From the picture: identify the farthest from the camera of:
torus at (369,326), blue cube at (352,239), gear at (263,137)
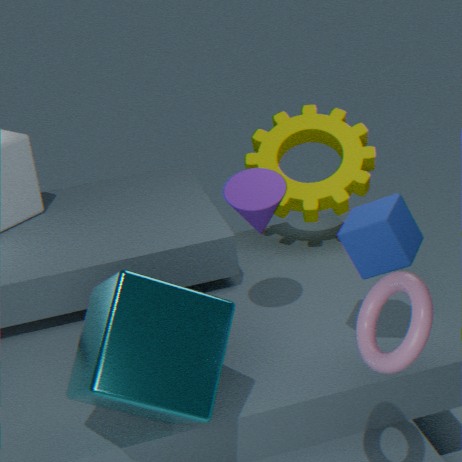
gear at (263,137)
